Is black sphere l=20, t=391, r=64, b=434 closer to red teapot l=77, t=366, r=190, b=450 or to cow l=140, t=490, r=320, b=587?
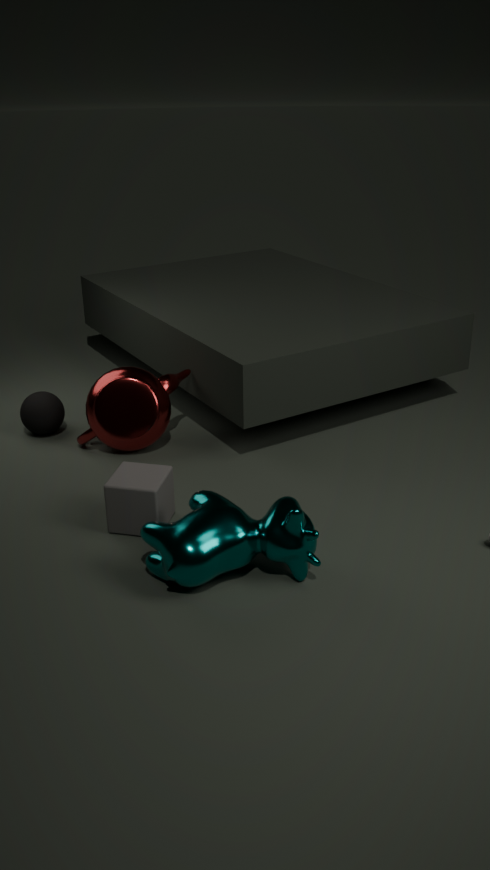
red teapot l=77, t=366, r=190, b=450
